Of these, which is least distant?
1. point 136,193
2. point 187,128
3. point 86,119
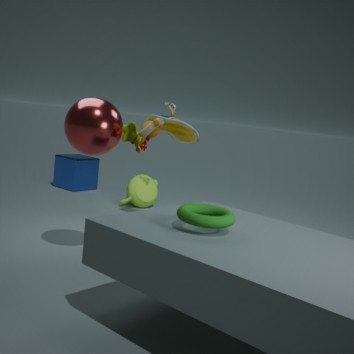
point 86,119
